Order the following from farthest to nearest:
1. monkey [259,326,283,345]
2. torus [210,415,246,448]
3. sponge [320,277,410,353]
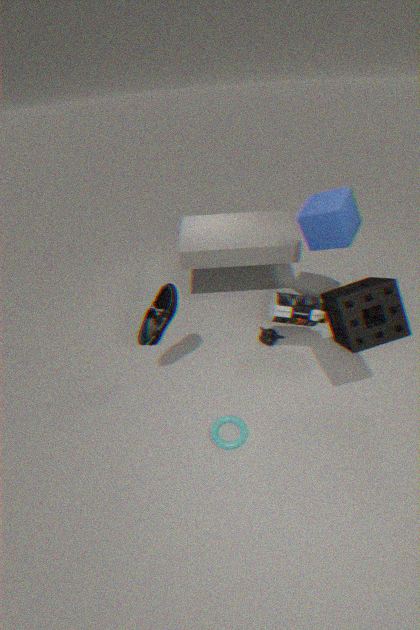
monkey [259,326,283,345] < torus [210,415,246,448] < sponge [320,277,410,353]
